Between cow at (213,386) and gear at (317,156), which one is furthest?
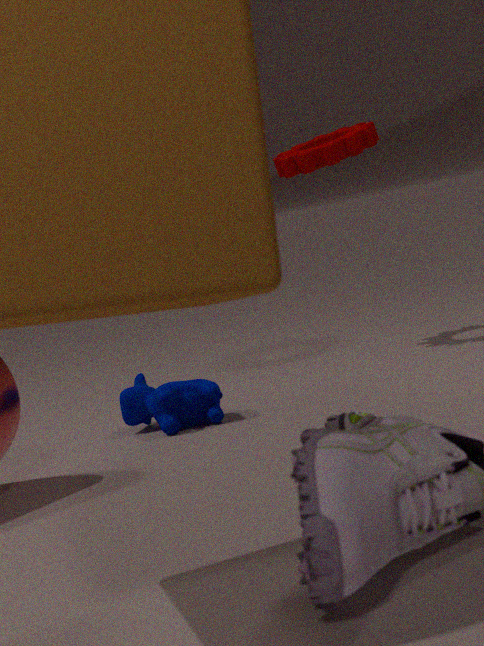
gear at (317,156)
